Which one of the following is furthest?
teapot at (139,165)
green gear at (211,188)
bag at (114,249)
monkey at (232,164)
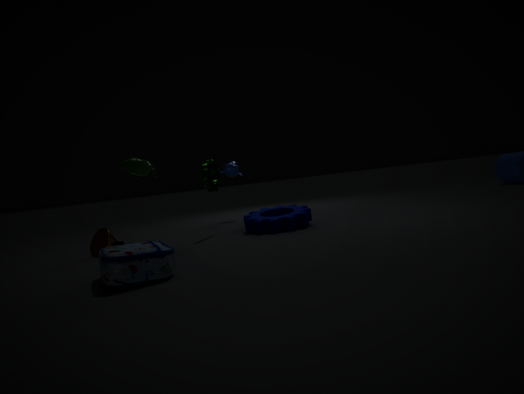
monkey at (232,164)
